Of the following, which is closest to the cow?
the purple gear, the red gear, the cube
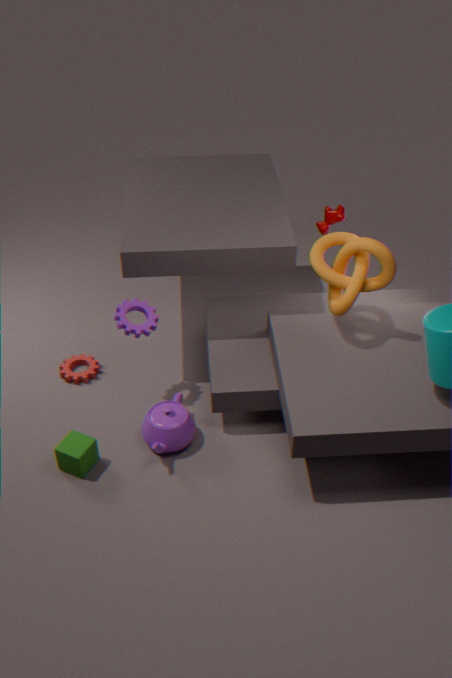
the purple gear
